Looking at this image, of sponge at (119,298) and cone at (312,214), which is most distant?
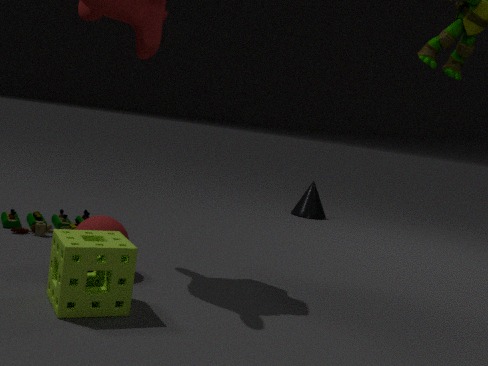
cone at (312,214)
